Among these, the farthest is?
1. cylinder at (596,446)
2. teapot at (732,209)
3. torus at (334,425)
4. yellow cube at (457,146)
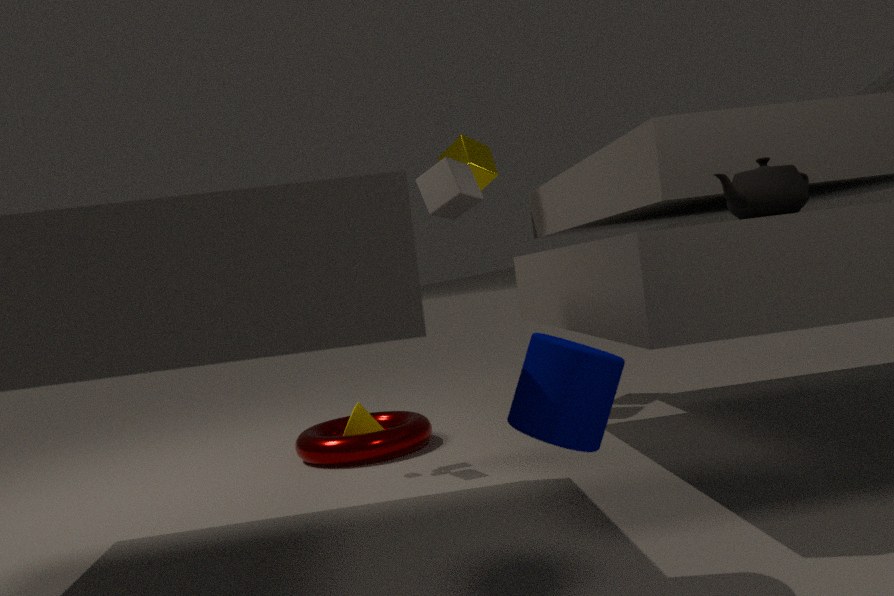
yellow cube at (457,146)
